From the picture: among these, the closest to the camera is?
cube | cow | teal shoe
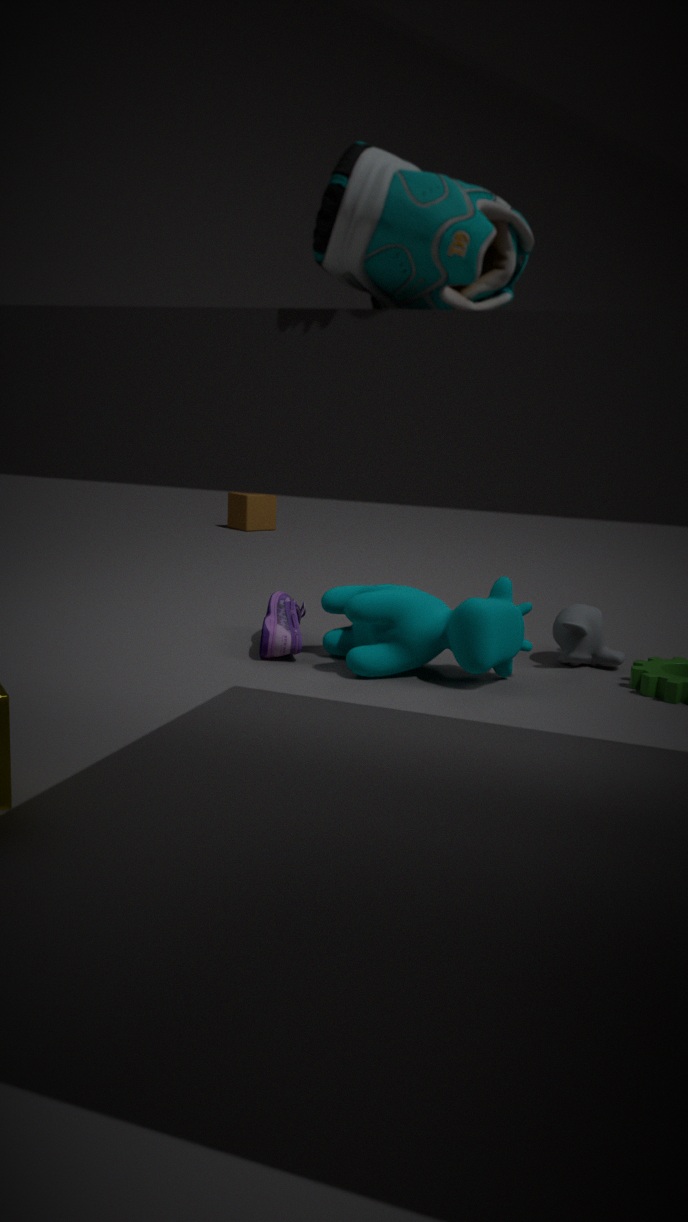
teal shoe
